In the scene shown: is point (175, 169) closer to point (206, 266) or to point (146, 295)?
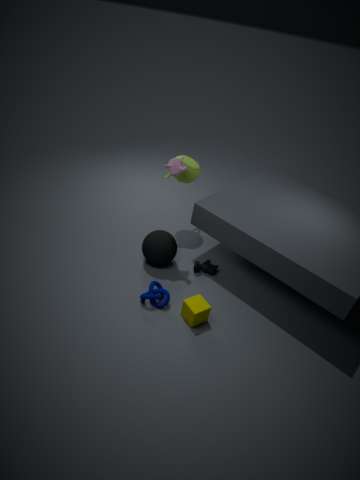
point (206, 266)
